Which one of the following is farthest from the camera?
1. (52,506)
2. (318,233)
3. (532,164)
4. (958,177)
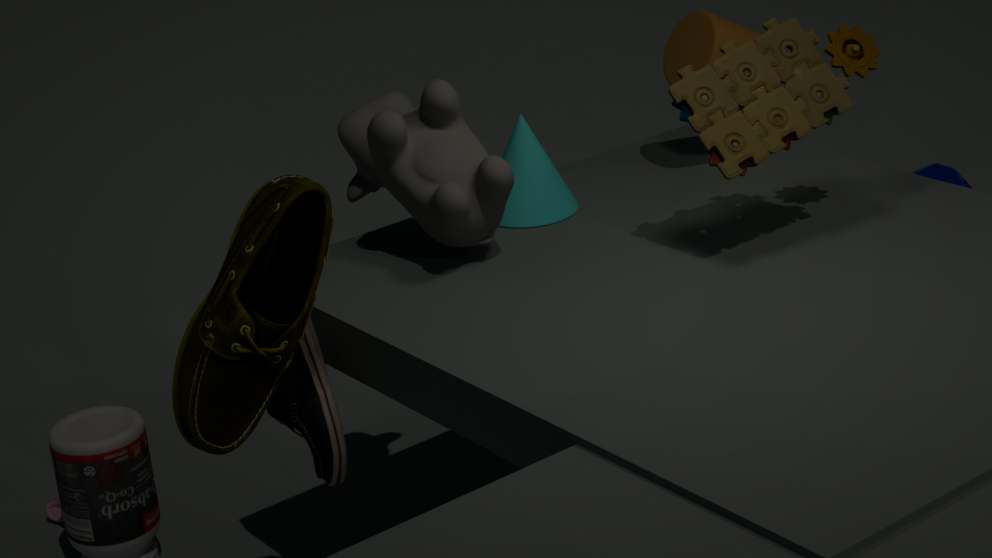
(958,177)
